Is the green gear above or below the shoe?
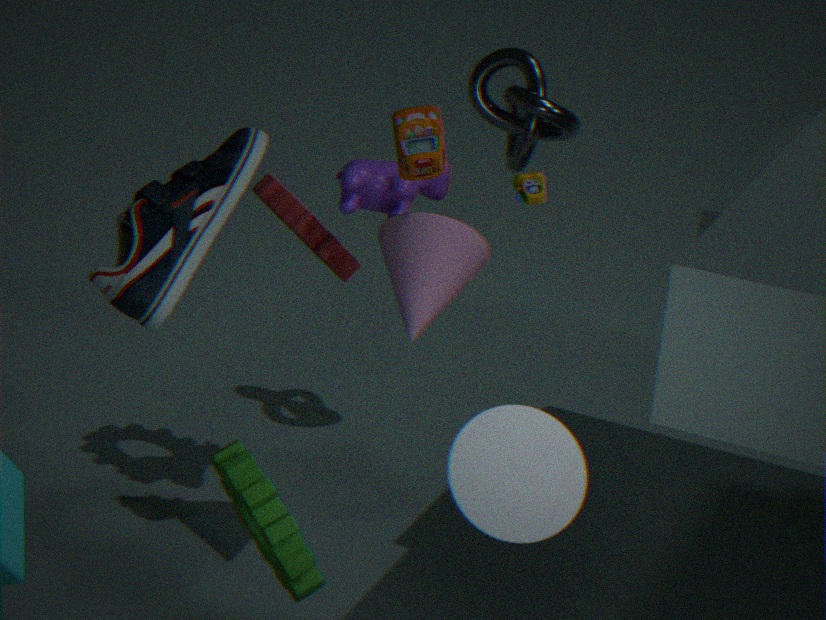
below
